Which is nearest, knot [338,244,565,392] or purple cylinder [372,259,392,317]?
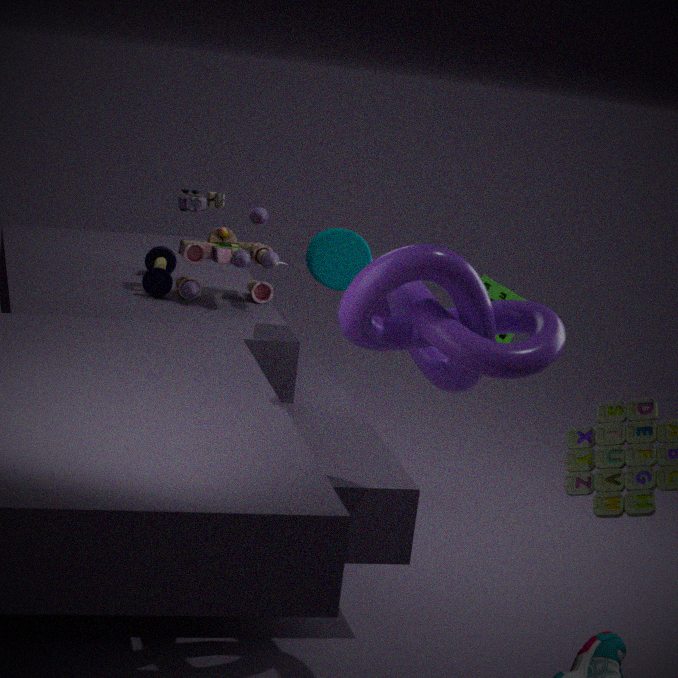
knot [338,244,565,392]
